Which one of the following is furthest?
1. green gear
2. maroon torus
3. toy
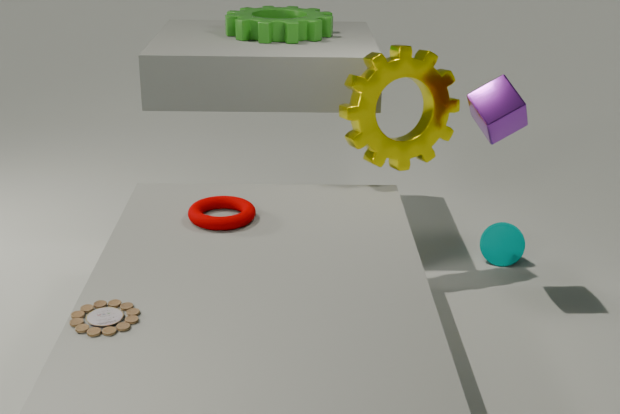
green gear
